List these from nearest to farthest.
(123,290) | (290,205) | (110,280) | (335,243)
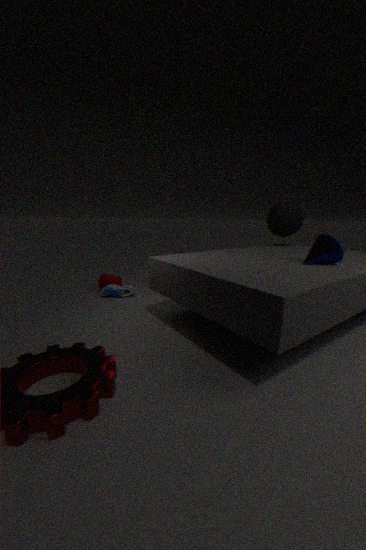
(335,243)
(123,290)
(290,205)
(110,280)
